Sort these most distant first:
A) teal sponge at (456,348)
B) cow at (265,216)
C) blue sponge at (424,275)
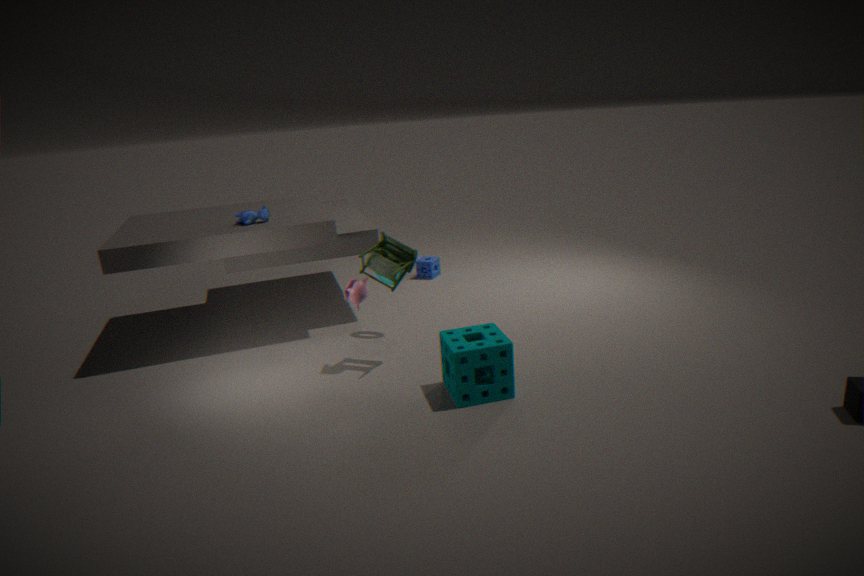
blue sponge at (424,275)
cow at (265,216)
teal sponge at (456,348)
